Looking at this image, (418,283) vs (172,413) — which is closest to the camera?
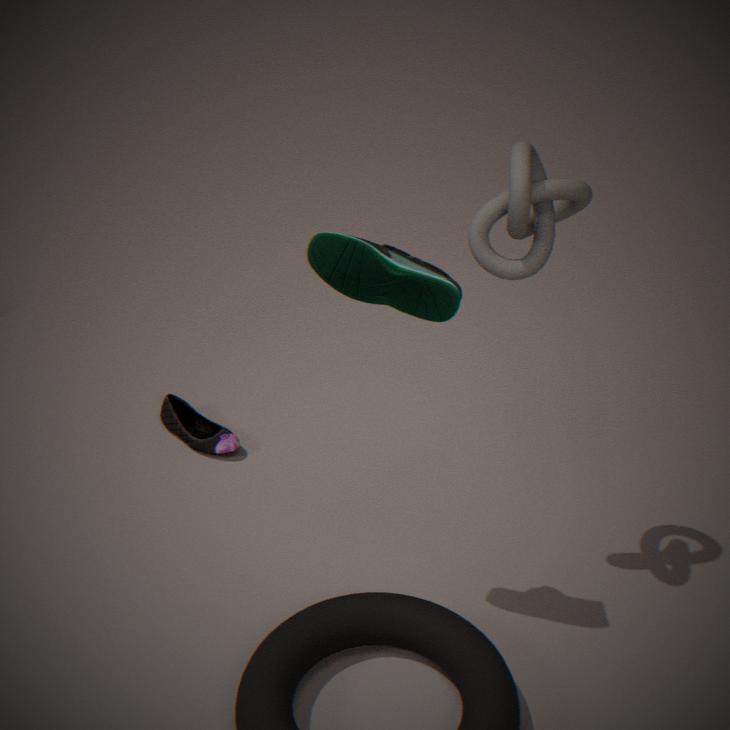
(418,283)
